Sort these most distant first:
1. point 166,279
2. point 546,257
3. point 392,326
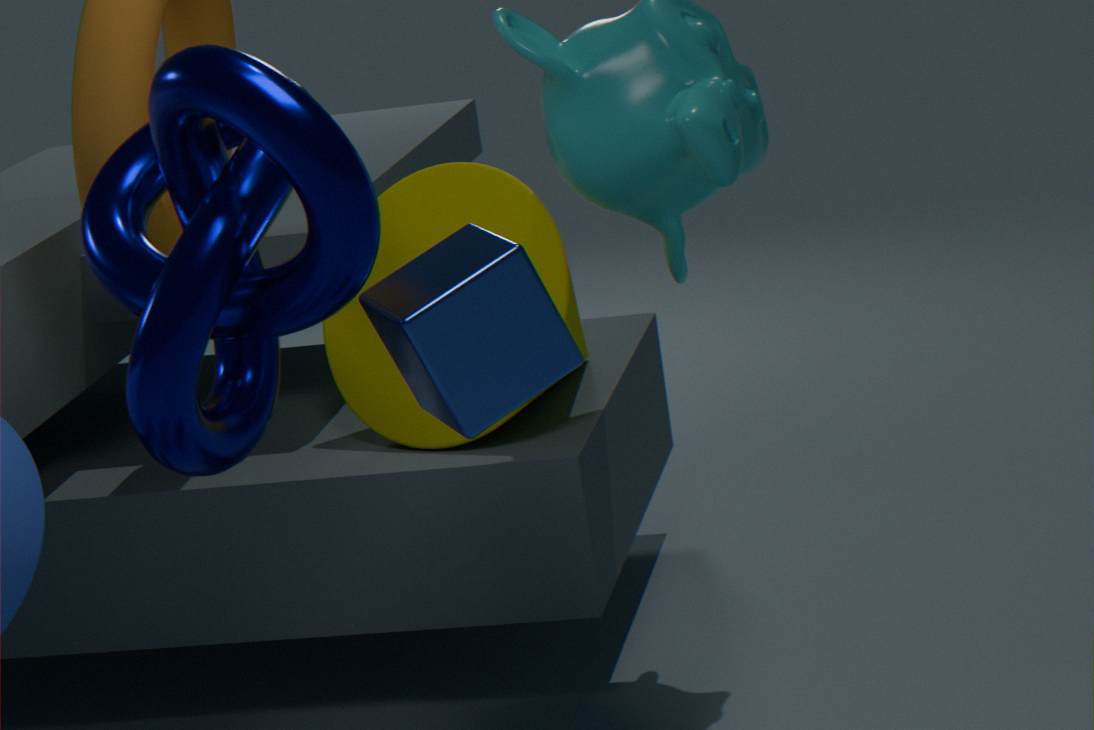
point 546,257, point 392,326, point 166,279
